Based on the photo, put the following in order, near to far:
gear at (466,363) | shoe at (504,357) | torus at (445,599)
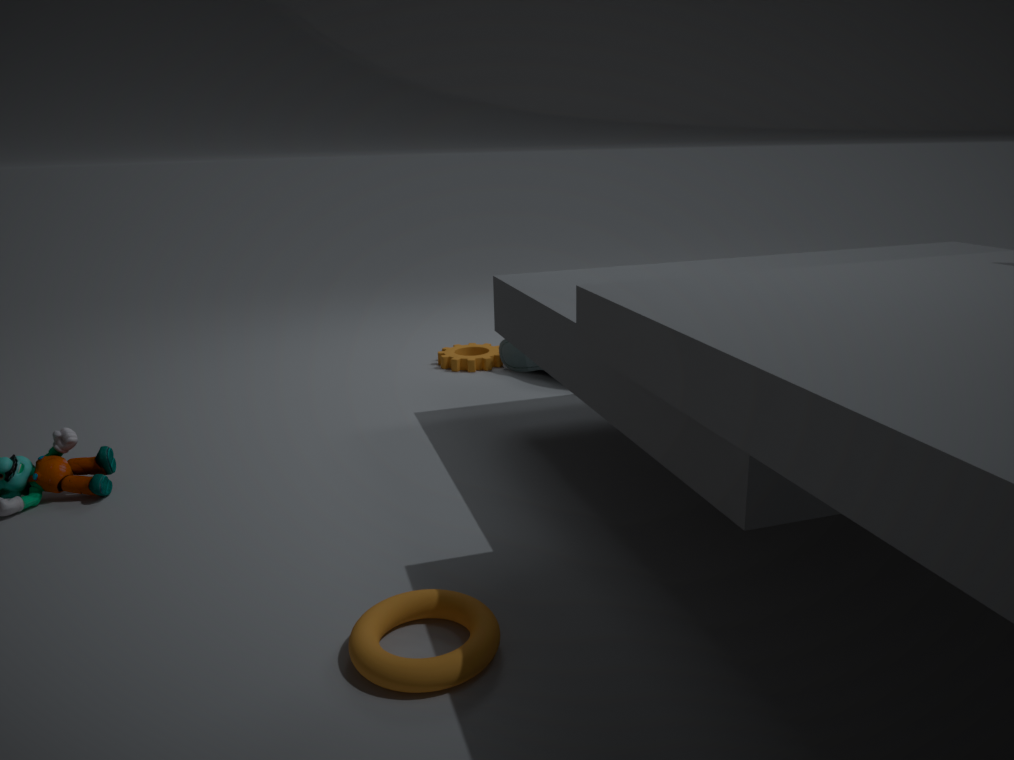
torus at (445,599), shoe at (504,357), gear at (466,363)
